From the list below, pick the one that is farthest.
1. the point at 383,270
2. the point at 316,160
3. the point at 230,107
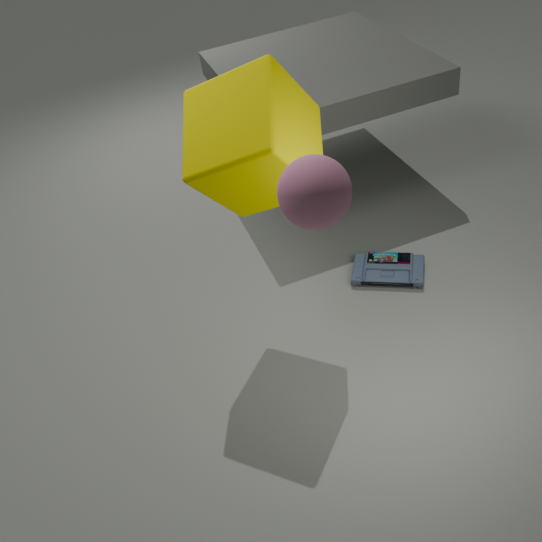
the point at 383,270
